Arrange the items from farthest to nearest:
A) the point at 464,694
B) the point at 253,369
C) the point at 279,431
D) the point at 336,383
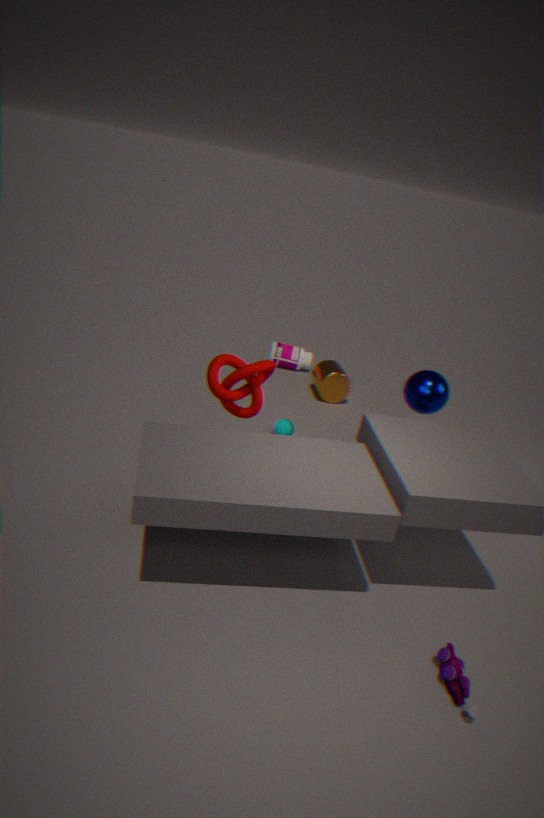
1. the point at 336,383
2. the point at 279,431
3. the point at 253,369
4. the point at 464,694
